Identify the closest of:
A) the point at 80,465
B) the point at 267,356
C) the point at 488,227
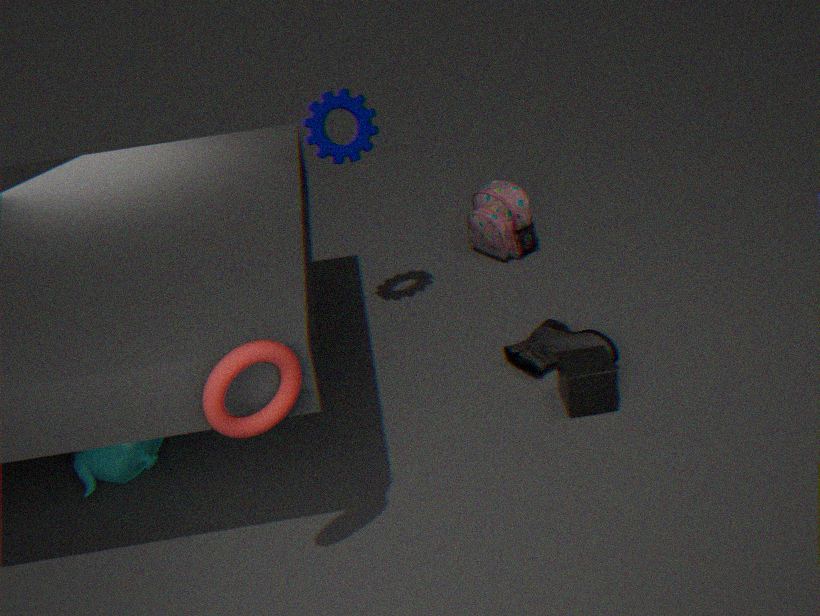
the point at 267,356
